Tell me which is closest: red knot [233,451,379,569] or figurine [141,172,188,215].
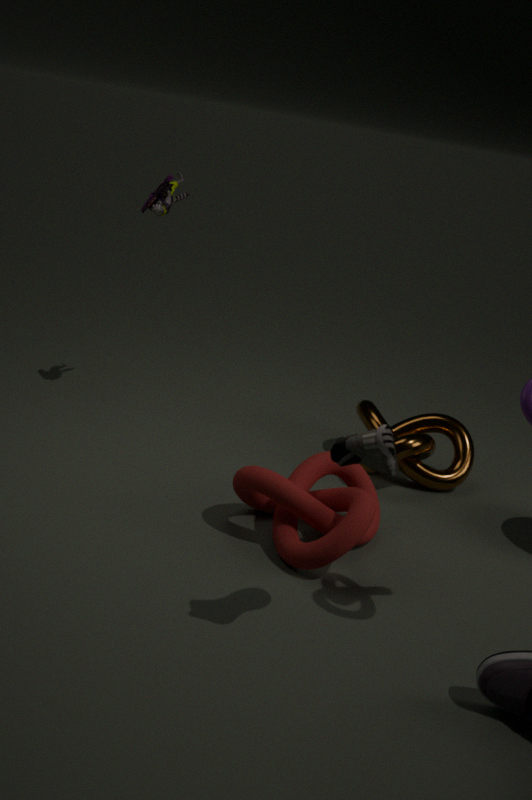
red knot [233,451,379,569]
